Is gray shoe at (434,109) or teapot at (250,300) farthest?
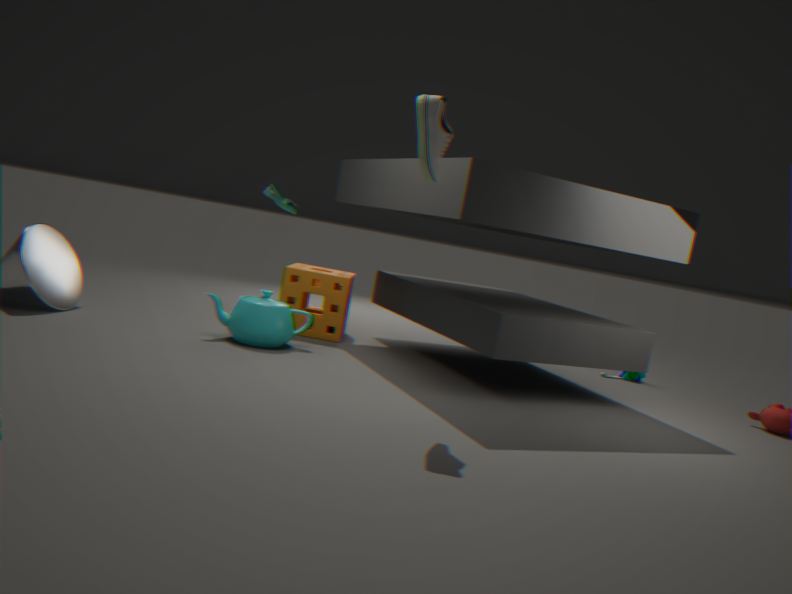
teapot at (250,300)
